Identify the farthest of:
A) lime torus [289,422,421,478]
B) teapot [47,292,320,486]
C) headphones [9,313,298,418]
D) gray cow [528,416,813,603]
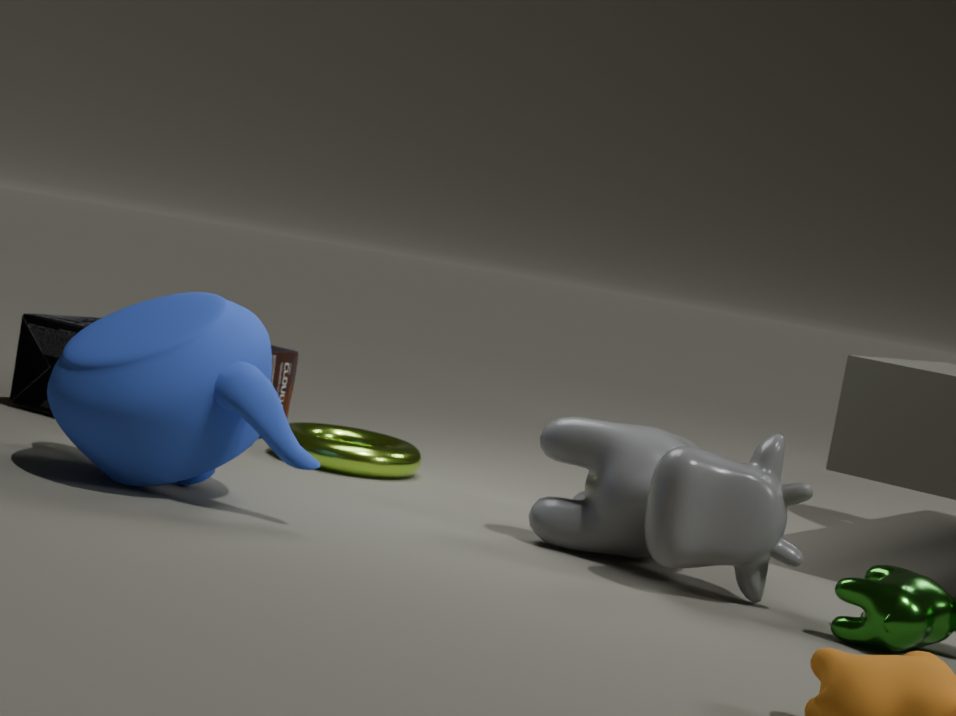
headphones [9,313,298,418]
